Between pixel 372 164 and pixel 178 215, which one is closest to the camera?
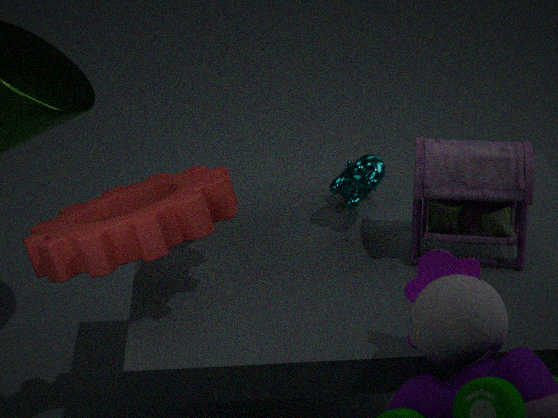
pixel 178 215
